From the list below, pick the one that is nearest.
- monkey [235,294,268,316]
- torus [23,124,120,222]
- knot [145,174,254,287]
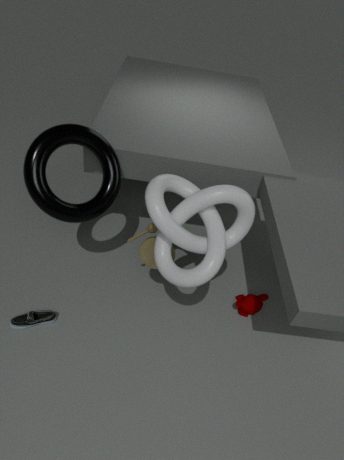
knot [145,174,254,287]
